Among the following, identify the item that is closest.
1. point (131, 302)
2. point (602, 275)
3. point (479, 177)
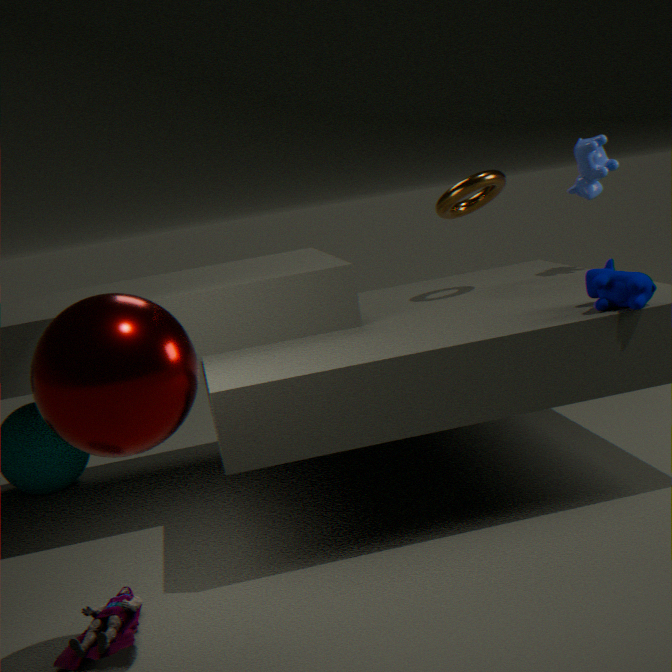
point (131, 302)
